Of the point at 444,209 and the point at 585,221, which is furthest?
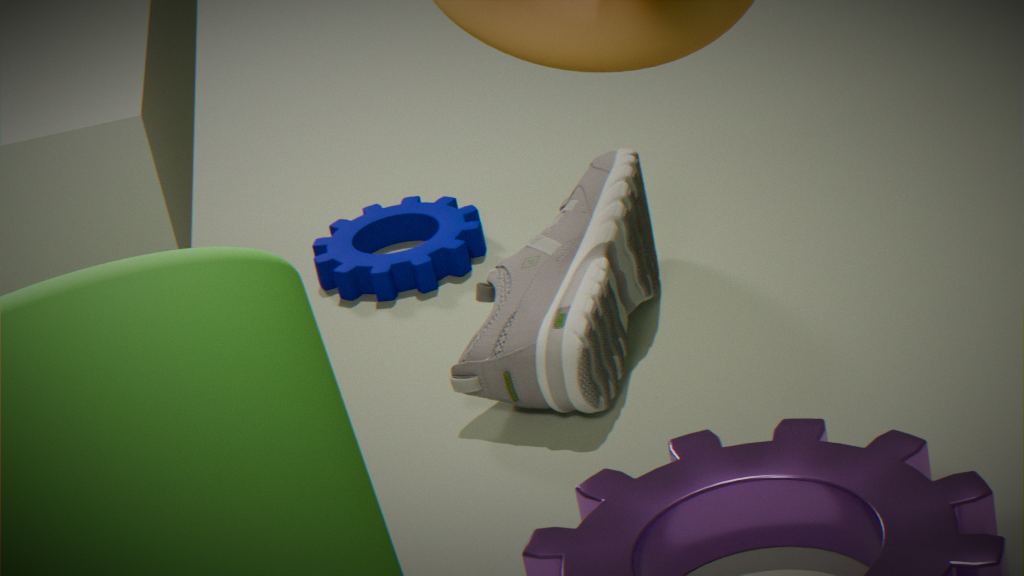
the point at 444,209
